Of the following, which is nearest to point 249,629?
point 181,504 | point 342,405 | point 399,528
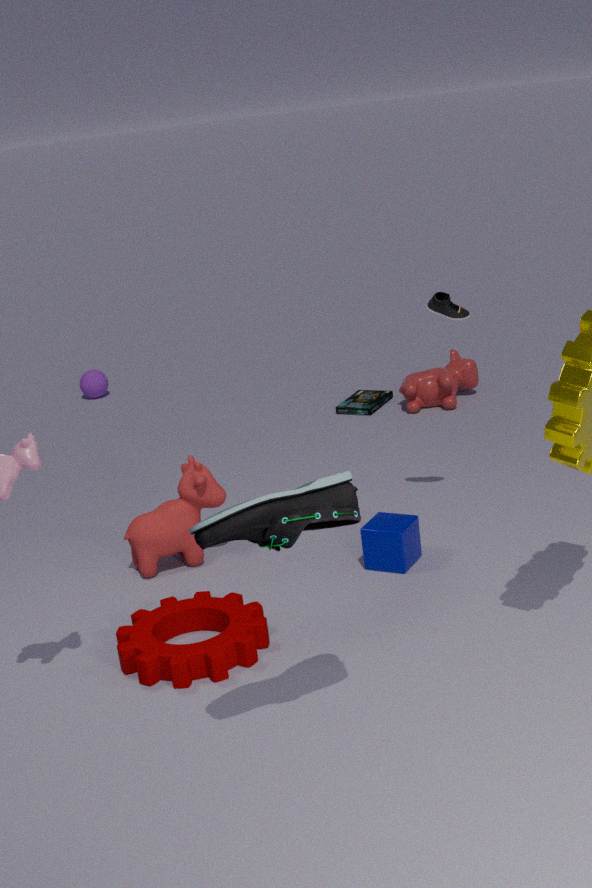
point 181,504
